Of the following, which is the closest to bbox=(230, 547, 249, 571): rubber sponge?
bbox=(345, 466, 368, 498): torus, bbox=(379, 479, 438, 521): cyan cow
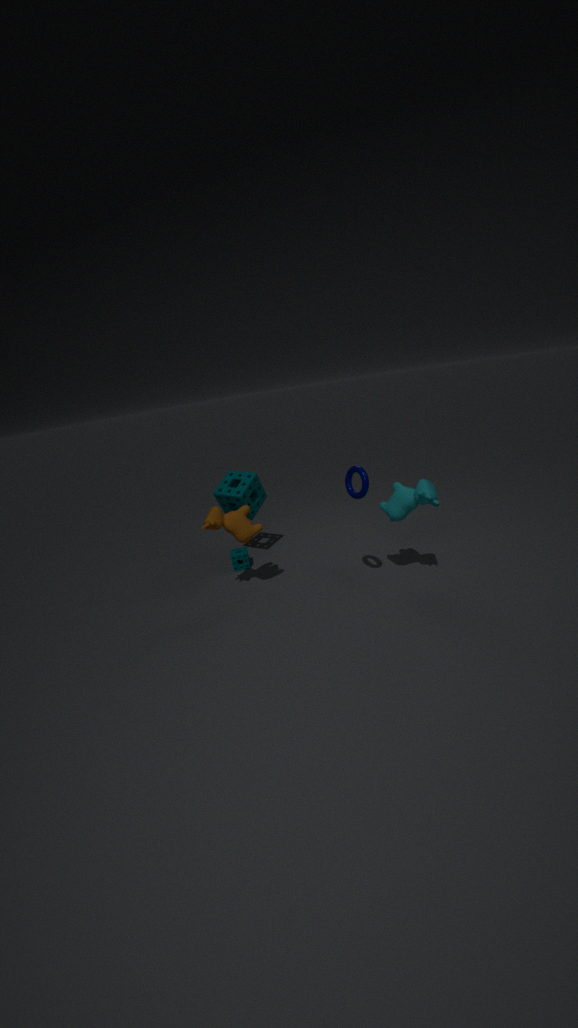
bbox=(345, 466, 368, 498): torus
